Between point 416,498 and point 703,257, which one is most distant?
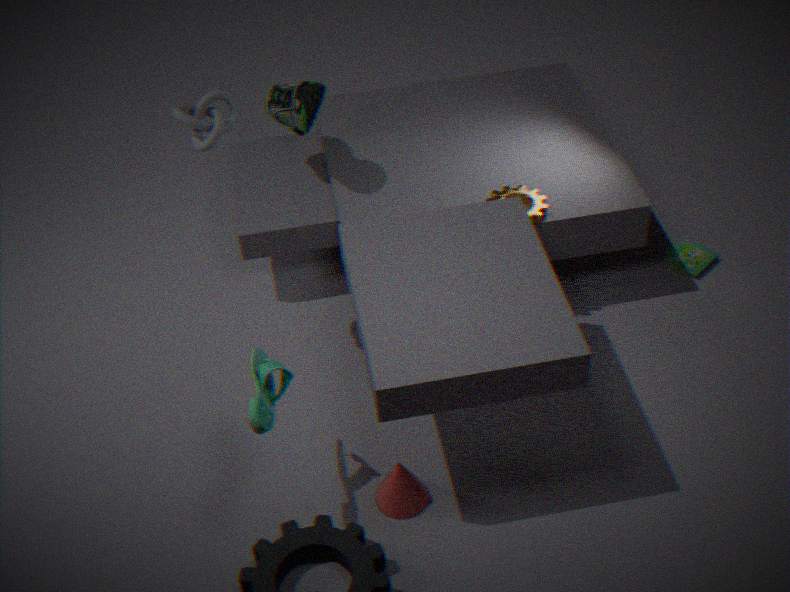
point 703,257
